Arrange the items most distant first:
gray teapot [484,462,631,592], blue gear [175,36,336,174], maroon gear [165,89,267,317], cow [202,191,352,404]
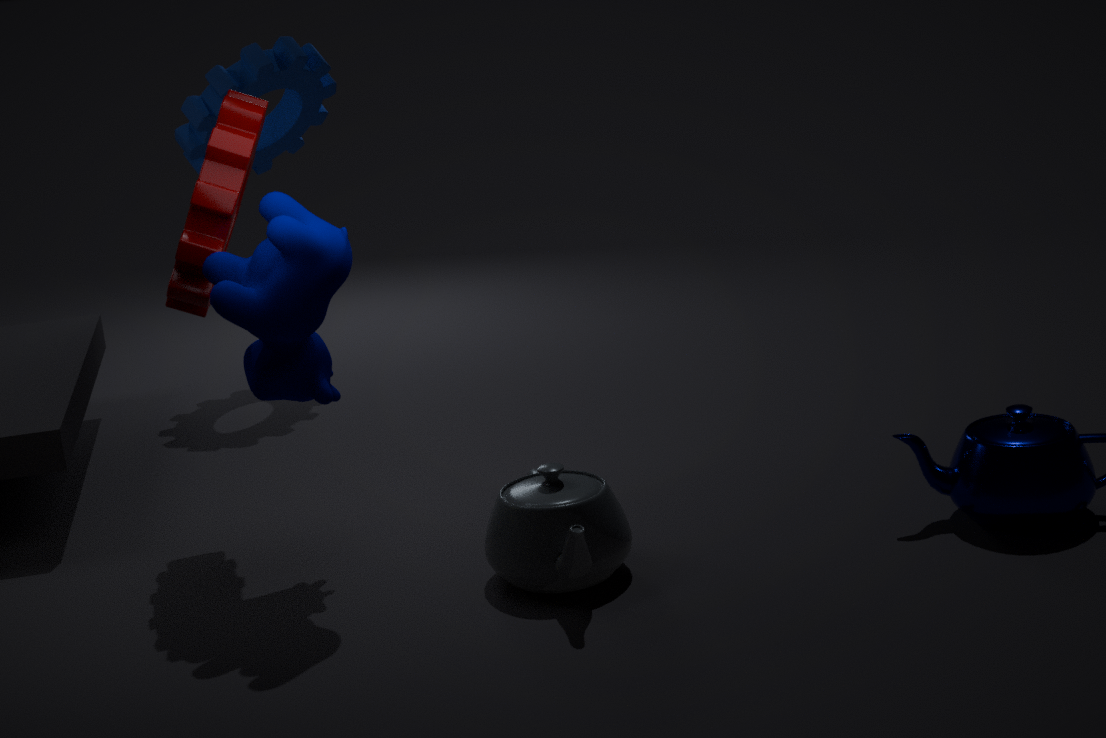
blue gear [175,36,336,174], maroon gear [165,89,267,317], cow [202,191,352,404], gray teapot [484,462,631,592]
